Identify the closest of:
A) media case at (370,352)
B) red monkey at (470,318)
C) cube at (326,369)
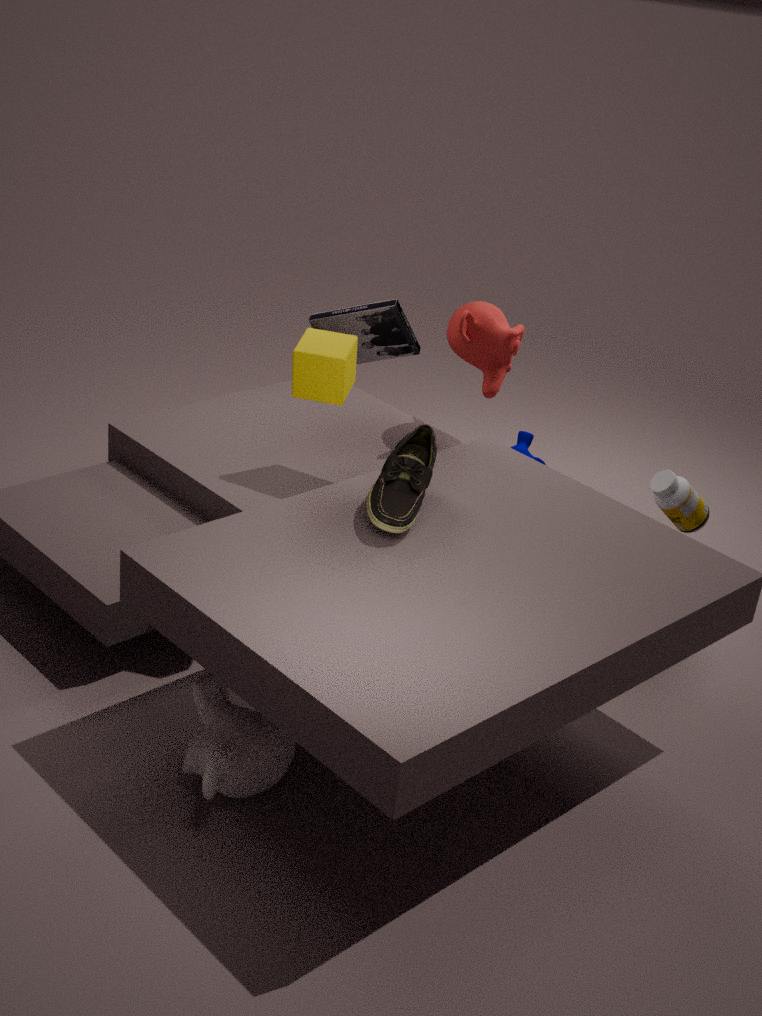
cube at (326,369)
